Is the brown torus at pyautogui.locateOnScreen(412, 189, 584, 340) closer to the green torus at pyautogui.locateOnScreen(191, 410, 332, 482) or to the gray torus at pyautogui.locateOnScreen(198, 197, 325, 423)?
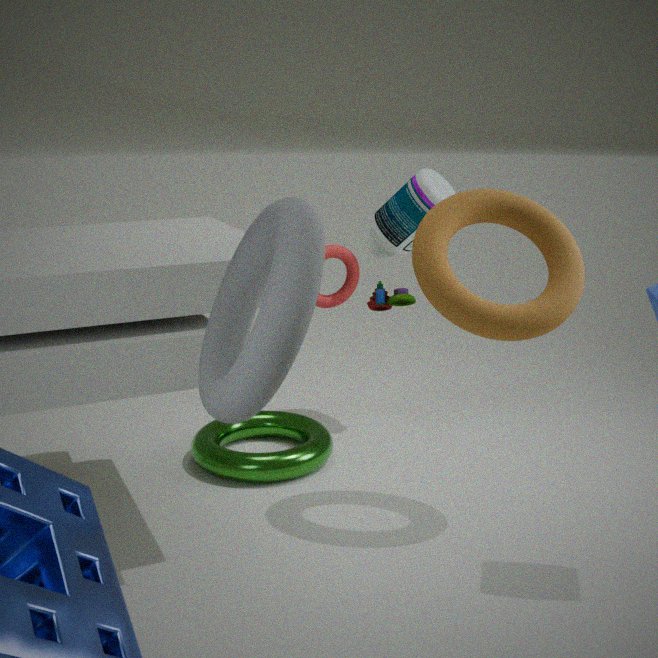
the gray torus at pyautogui.locateOnScreen(198, 197, 325, 423)
